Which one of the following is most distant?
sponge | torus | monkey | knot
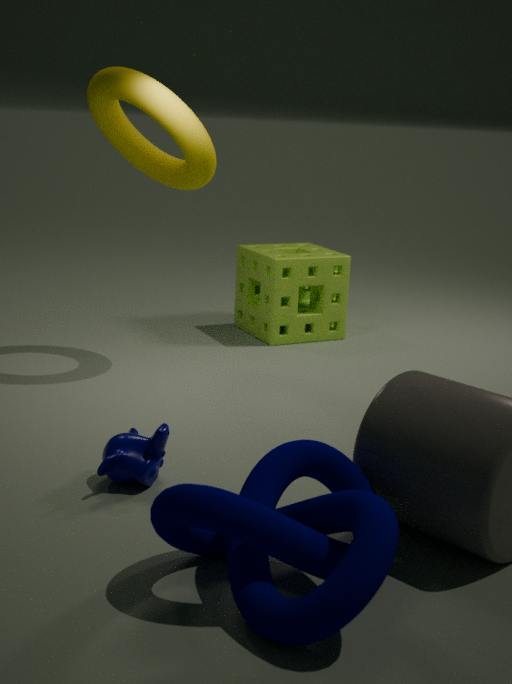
sponge
